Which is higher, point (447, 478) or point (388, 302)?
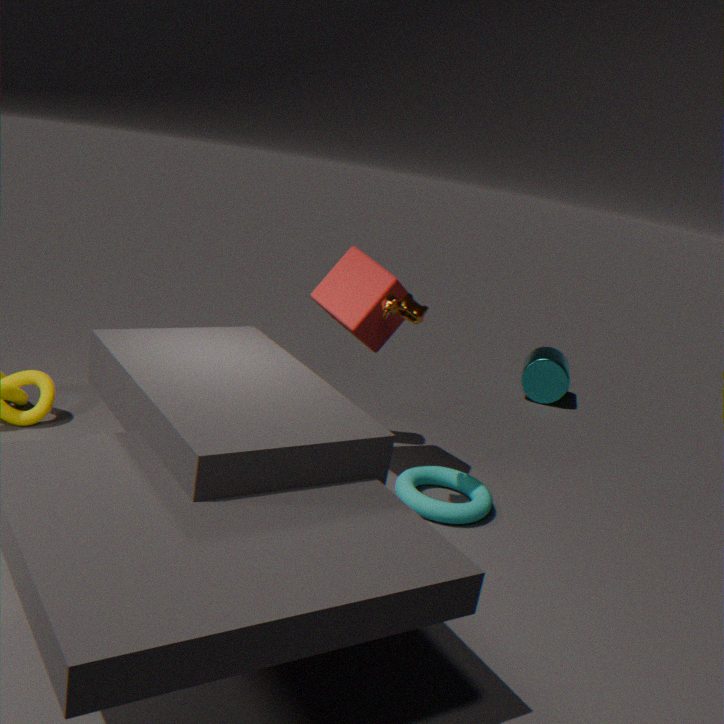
point (388, 302)
